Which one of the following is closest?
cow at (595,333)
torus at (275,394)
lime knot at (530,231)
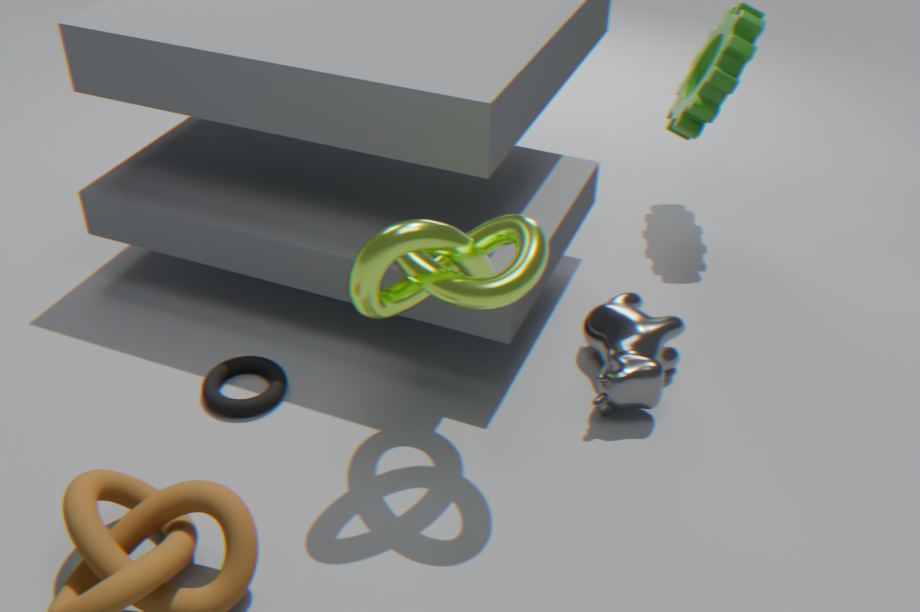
lime knot at (530,231)
